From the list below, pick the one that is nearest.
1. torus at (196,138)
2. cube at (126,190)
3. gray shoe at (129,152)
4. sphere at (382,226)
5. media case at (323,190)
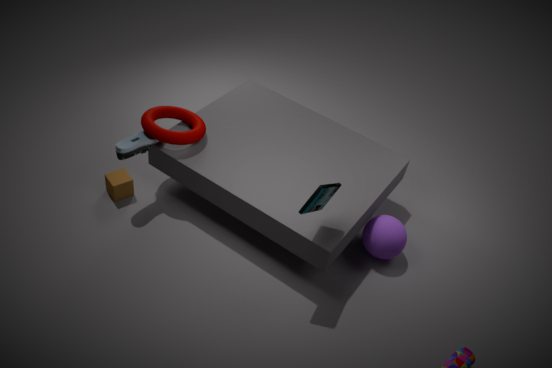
media case at (323,190)
